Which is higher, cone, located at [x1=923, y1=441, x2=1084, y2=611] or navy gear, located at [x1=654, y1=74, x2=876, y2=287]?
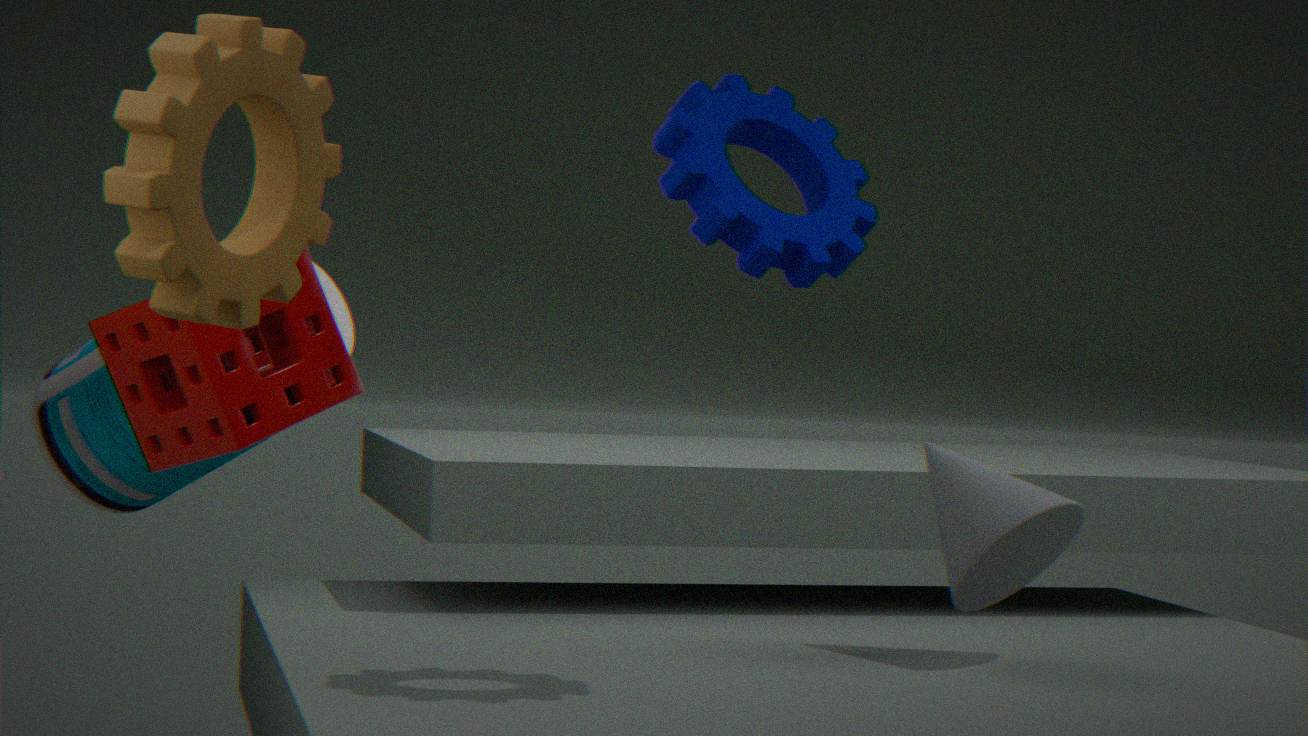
navy gear, located at [x1=654, y1=74, x2=876, y2=287]
